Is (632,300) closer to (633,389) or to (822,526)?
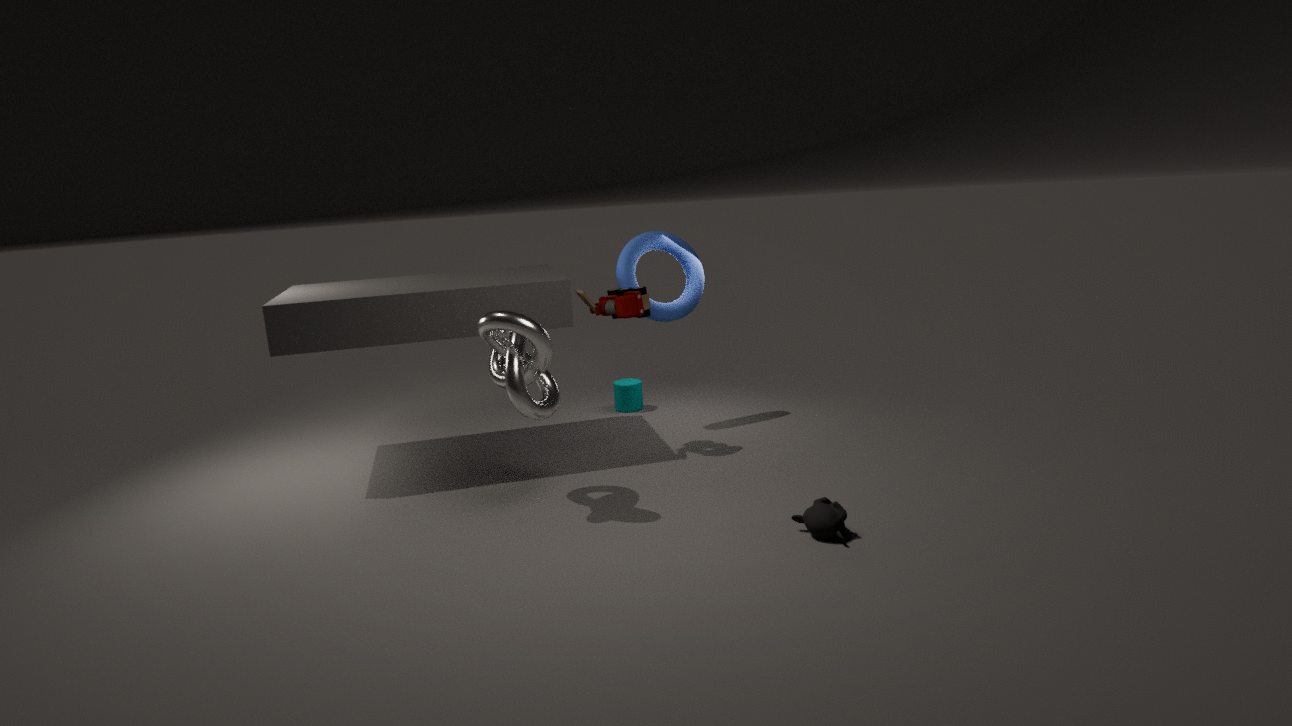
(633,389)
